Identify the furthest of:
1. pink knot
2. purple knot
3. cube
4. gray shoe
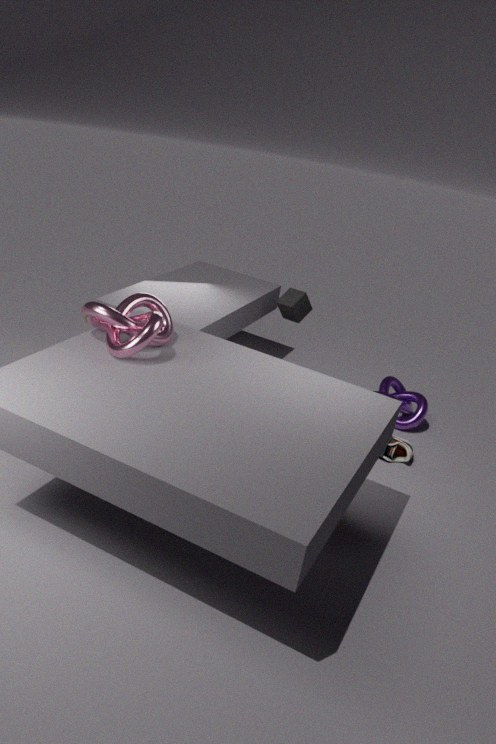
cube
